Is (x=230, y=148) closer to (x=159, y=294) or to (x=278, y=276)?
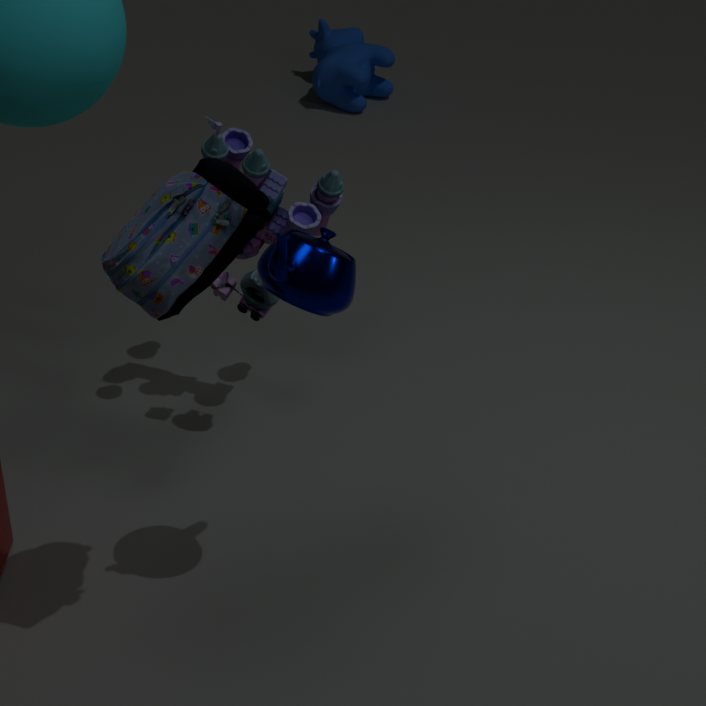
(x=278, y=276)
